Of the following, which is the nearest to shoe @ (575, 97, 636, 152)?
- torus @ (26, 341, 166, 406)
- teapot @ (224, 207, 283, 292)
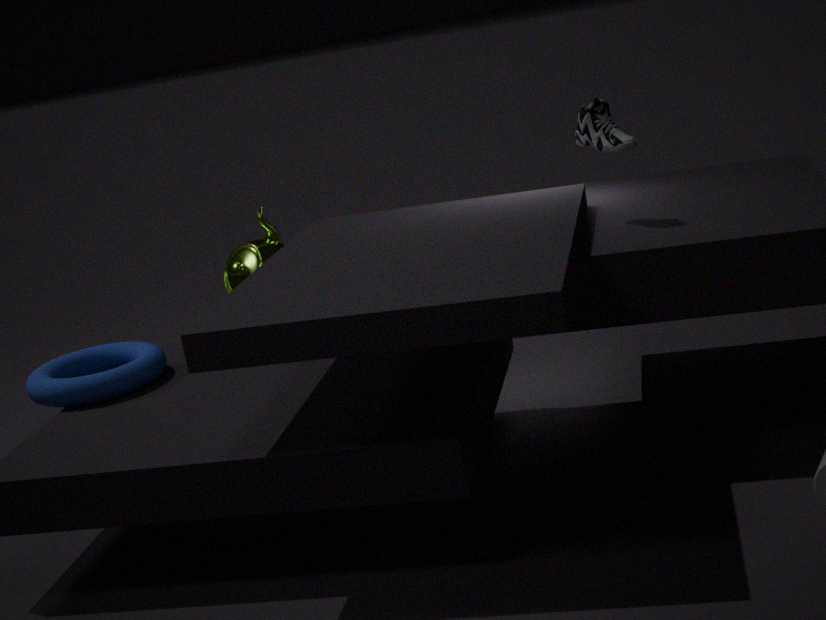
teapot @ (224, 207, 283, 292)
